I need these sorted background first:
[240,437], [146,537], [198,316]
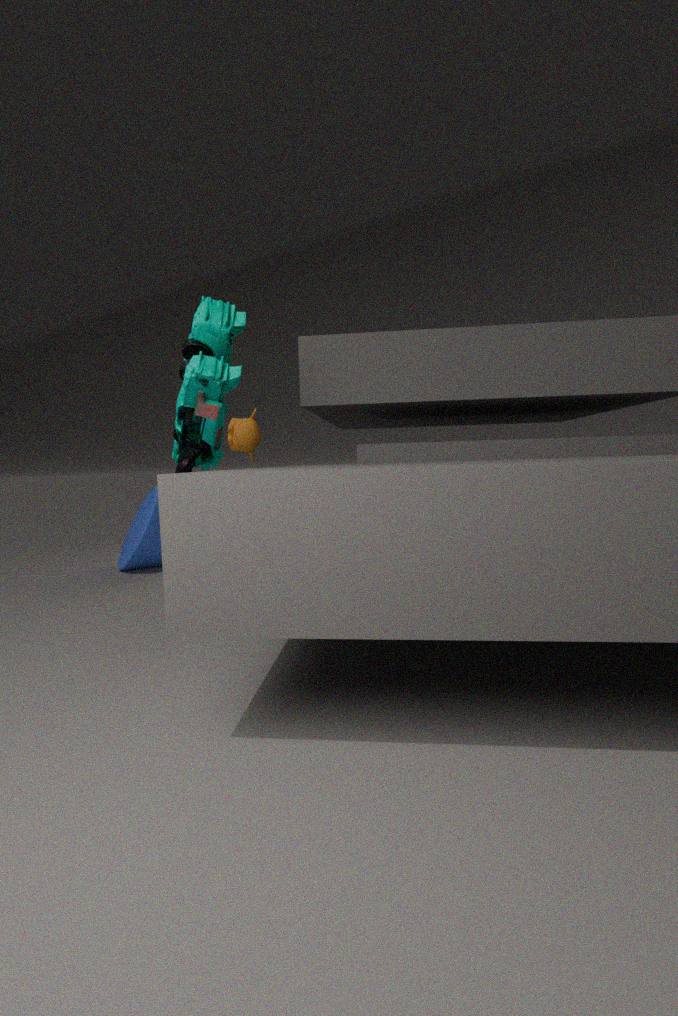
[240,437] → [146,537] → [198,316]
